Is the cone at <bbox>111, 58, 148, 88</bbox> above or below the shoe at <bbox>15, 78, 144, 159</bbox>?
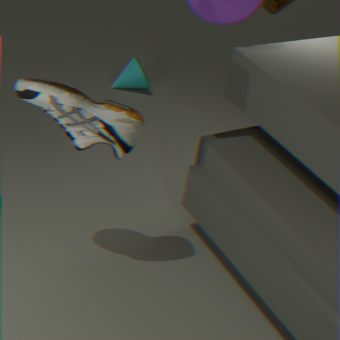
below
